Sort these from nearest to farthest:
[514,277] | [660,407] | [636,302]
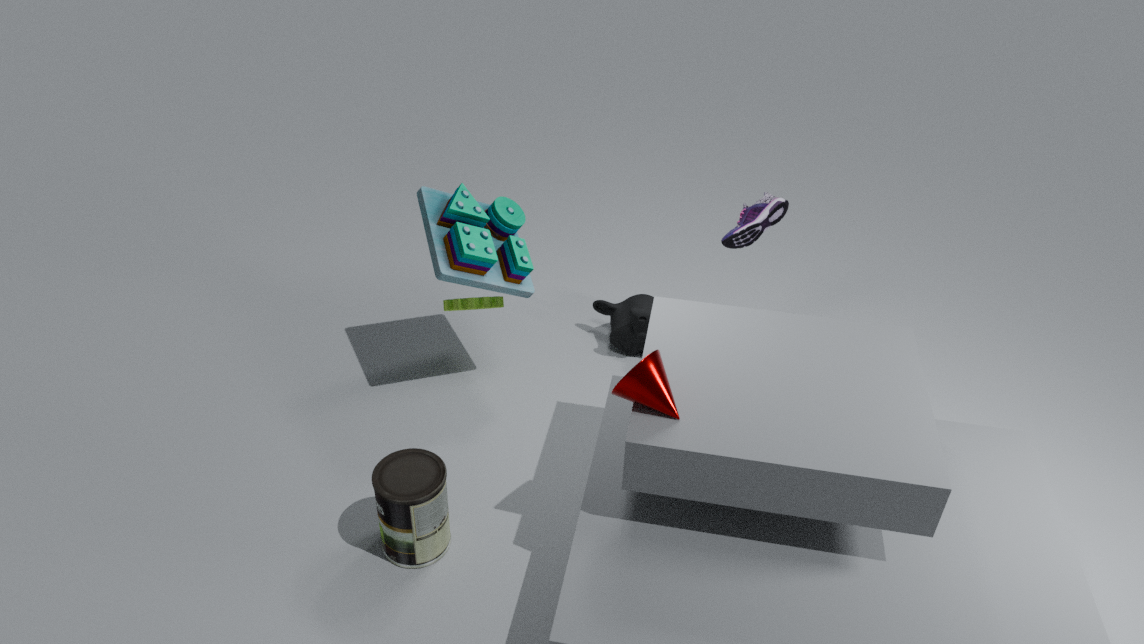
[660,407] < [514,277] < [636,302]
